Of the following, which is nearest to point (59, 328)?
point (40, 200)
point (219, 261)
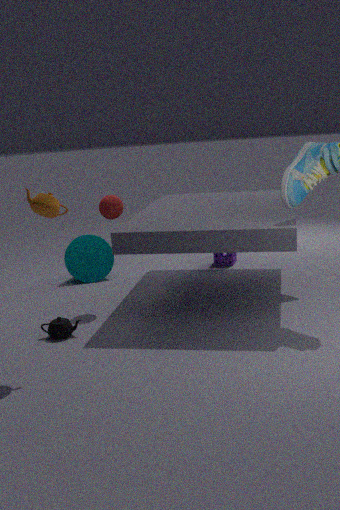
point (40, 200)
